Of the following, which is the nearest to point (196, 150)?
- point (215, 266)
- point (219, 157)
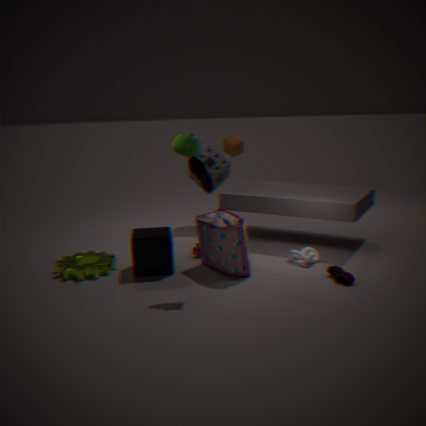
point (219, 157)
